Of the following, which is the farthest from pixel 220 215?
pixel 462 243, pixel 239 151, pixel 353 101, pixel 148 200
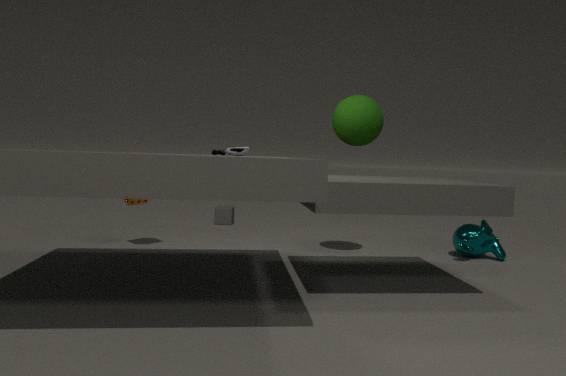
pixel 462 243
